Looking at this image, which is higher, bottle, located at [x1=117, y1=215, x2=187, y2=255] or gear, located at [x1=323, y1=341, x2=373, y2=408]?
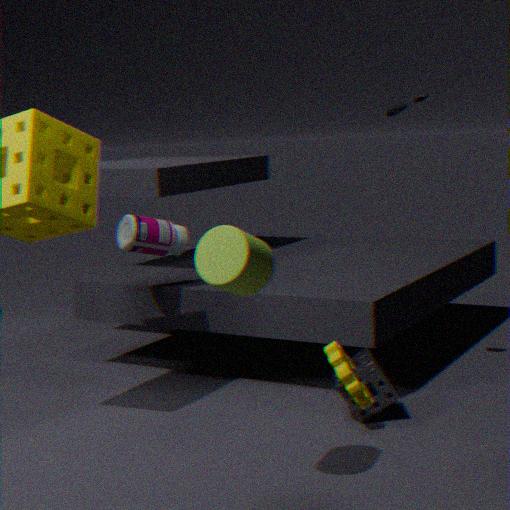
bottle, located at [x1=117, y1=215, x2=187, y2=255]
